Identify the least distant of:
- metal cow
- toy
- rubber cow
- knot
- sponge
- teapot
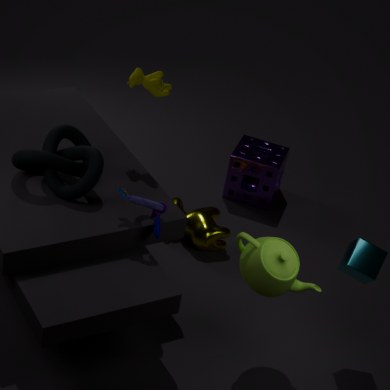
teapot
